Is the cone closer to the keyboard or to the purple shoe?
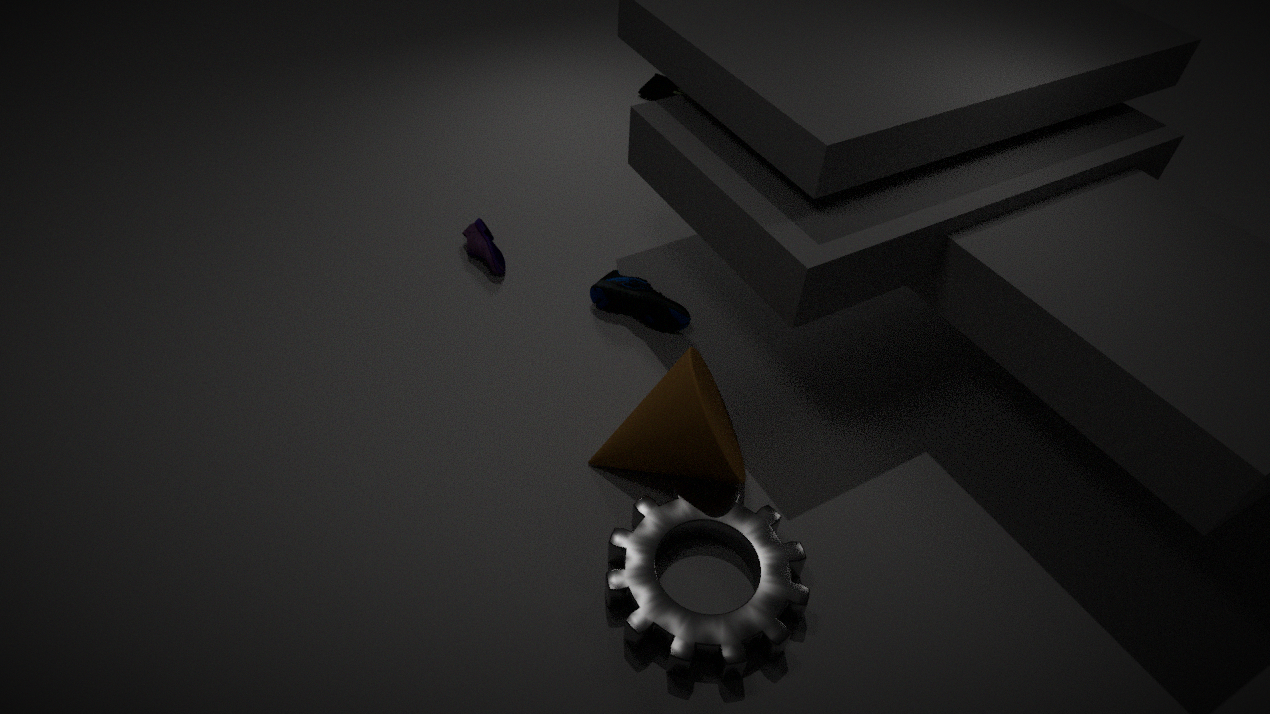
the purple shoe
